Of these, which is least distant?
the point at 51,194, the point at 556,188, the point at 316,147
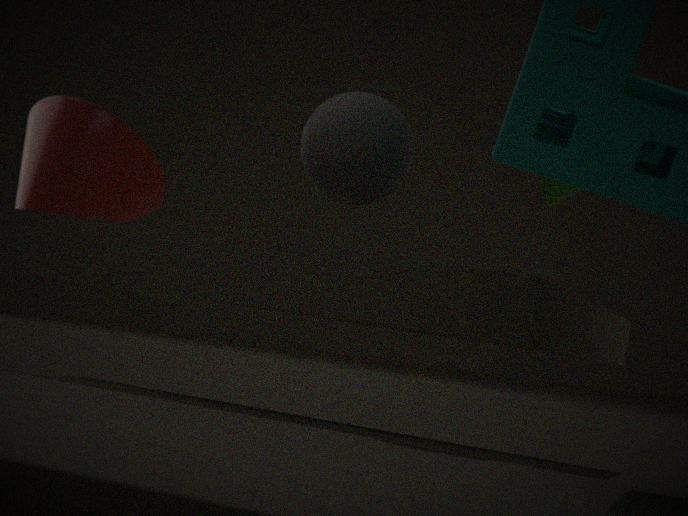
the point at 316,147
